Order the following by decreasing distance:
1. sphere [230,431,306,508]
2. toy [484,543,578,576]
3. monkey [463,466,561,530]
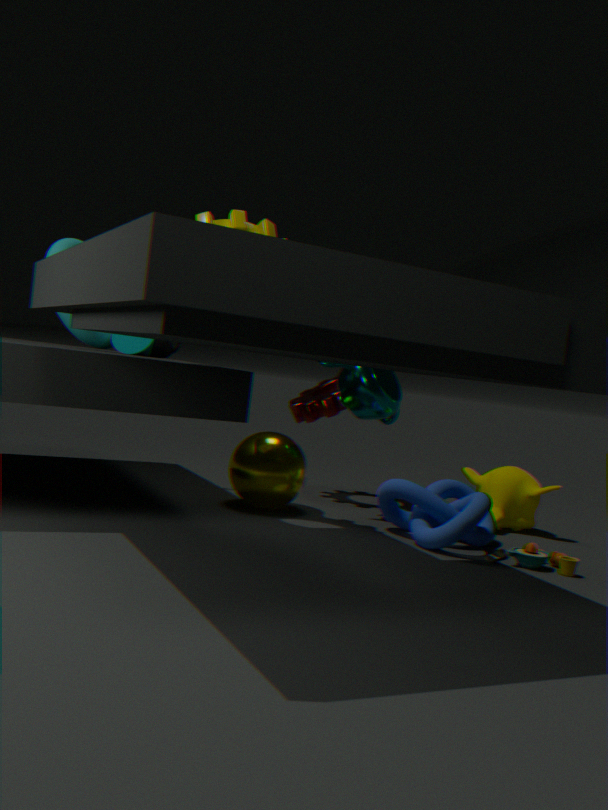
monkey [463,466,561,530], sphere [230,431,306,508], toy [484,543,578,576]
